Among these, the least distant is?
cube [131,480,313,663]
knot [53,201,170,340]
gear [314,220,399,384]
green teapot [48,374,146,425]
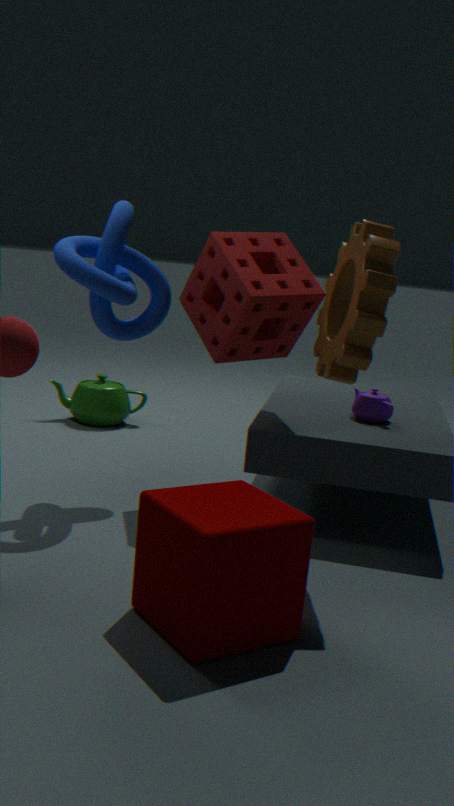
cube [131,480,313,663]
